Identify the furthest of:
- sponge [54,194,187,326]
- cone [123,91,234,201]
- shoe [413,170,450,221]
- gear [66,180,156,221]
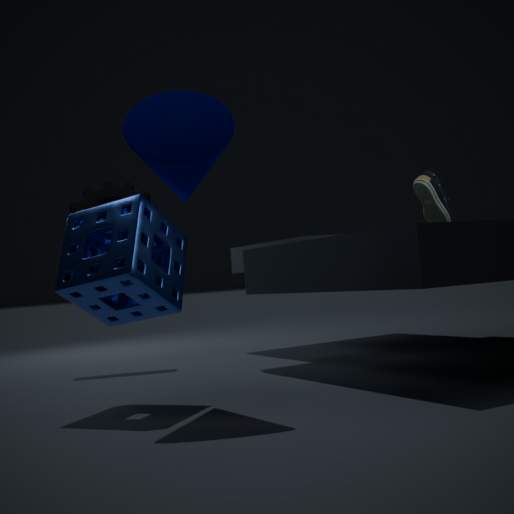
gear [66,180,156,221]
